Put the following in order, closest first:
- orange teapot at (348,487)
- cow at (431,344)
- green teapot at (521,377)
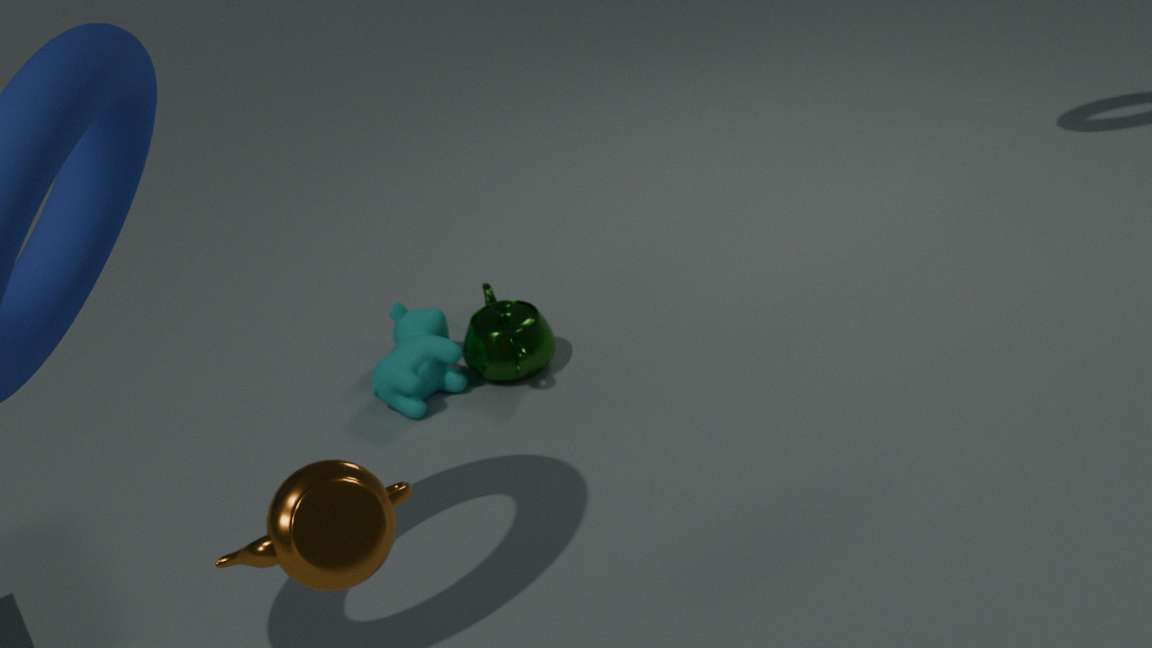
1. orange teapot at (348,487)
2. cow at (431,344)
3. green teapot at (521,377)
